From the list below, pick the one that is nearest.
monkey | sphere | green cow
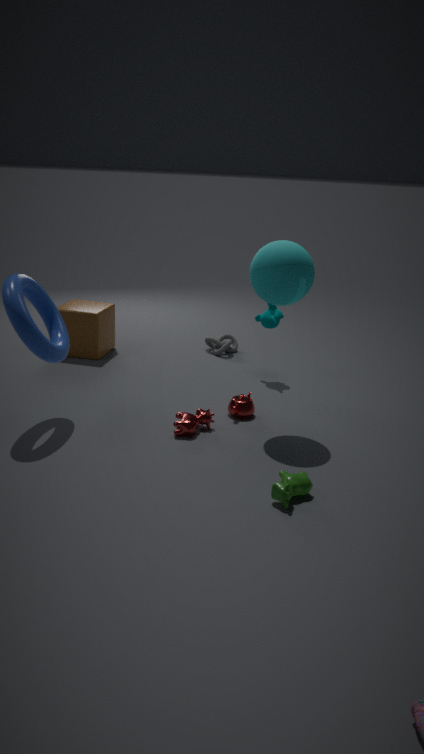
green cow
